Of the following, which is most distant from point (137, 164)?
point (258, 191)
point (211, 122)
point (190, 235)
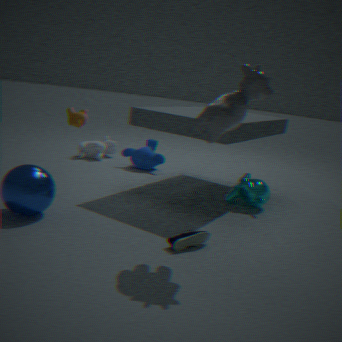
point (211, 122)
